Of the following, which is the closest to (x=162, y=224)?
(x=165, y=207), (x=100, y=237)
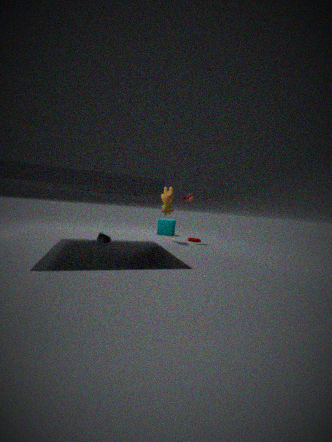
(x=165, y=207)
